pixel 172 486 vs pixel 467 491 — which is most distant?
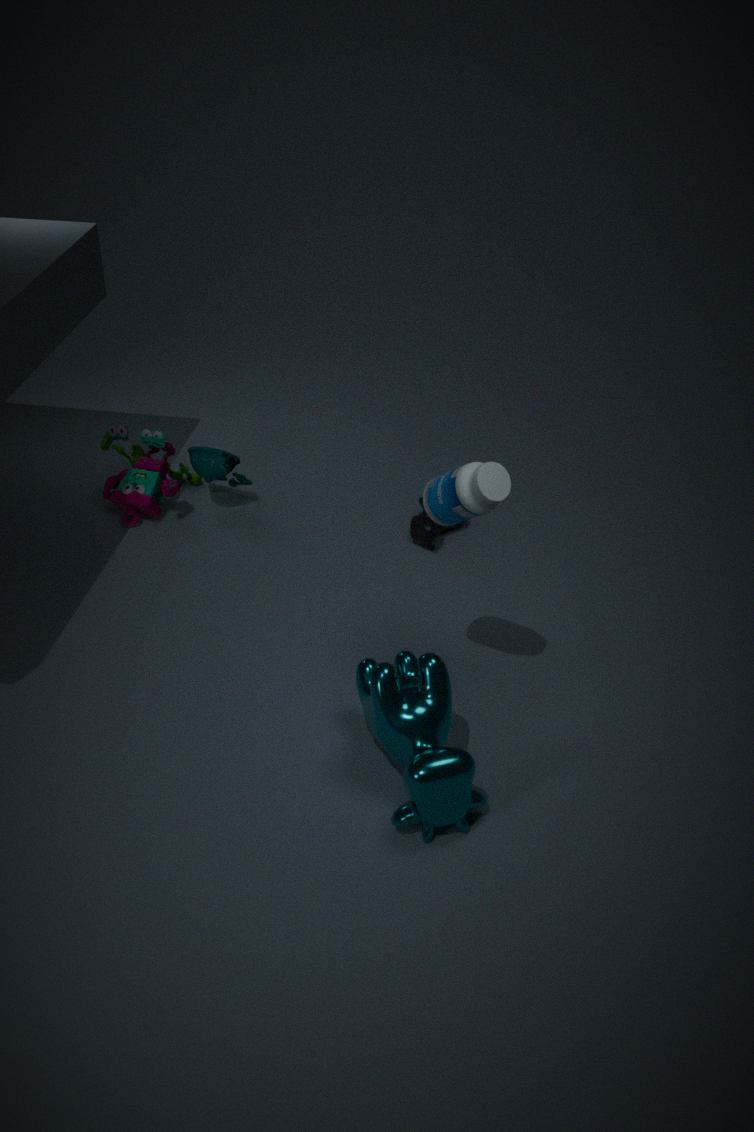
pixel 172 486
